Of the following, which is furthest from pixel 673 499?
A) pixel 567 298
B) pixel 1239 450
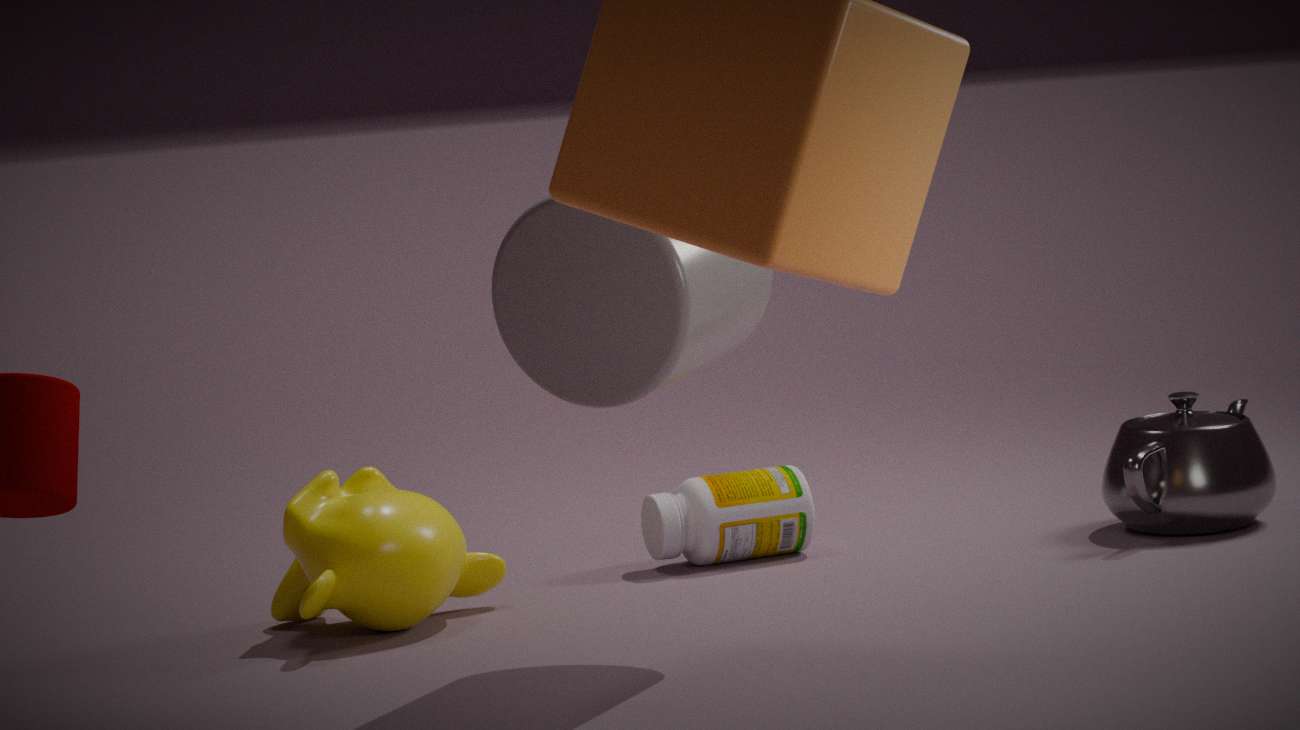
pixel 567 298
